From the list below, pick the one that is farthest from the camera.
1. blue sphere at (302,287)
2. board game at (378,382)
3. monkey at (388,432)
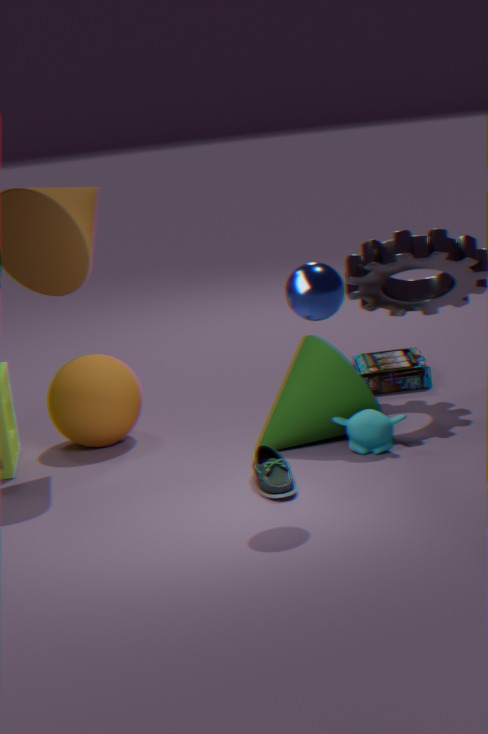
board game at (378,382)
